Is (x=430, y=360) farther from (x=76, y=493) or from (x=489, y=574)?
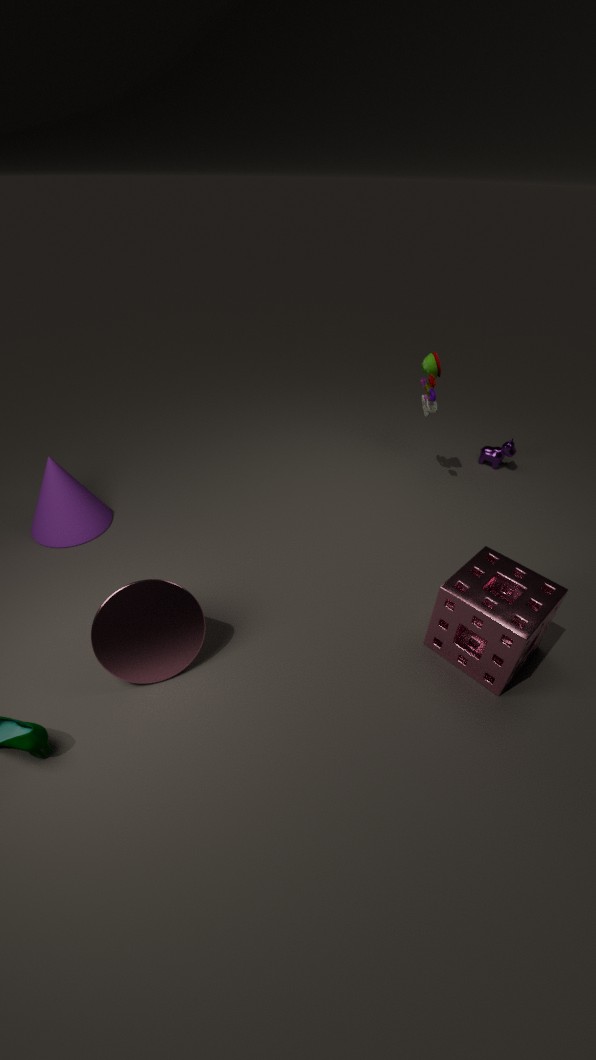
(x=76, y=493)
